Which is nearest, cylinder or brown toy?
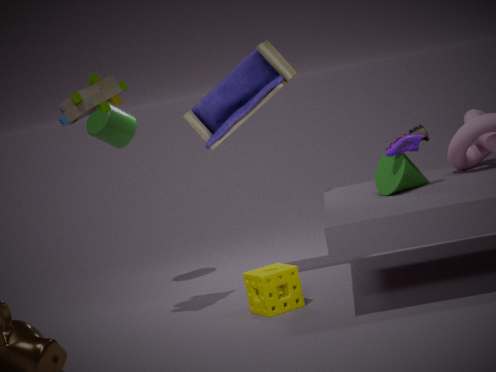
brown toy
